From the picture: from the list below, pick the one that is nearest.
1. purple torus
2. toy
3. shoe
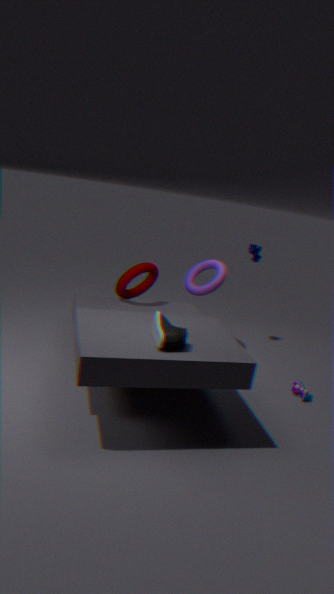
shoe
